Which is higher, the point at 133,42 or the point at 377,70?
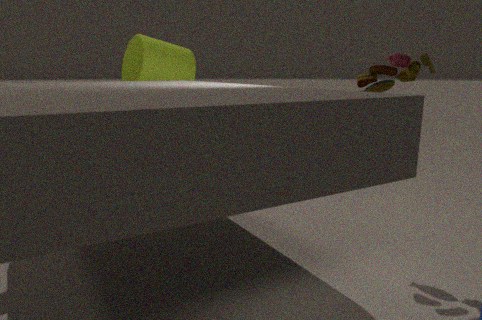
the point at 133,42
